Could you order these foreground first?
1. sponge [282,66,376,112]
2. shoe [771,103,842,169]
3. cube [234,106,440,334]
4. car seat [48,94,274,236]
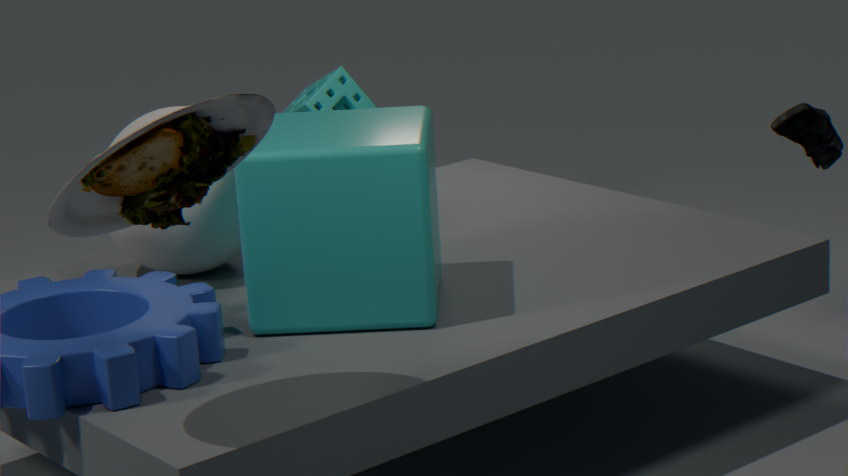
car seat [48,94,274,236]
cube [234,106,440,334]
shoe [771,103,842,169]
sponge [282,66,376,112]
